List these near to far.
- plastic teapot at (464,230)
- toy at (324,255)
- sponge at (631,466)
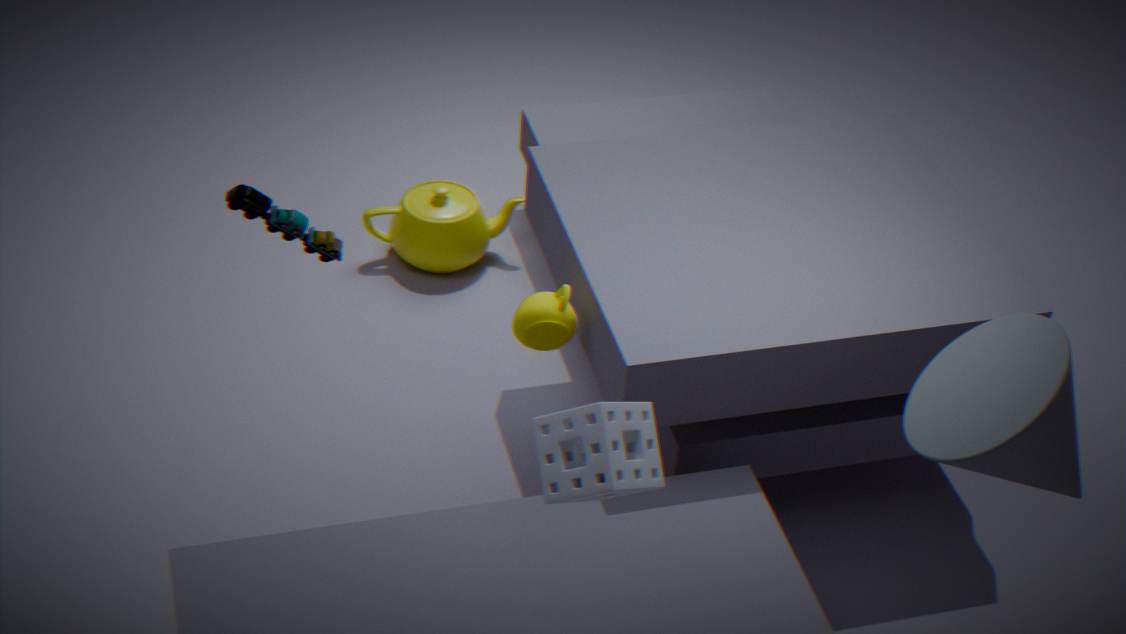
sponge at (631,466), toy at (324,255), plastic teapot at (464,230)
